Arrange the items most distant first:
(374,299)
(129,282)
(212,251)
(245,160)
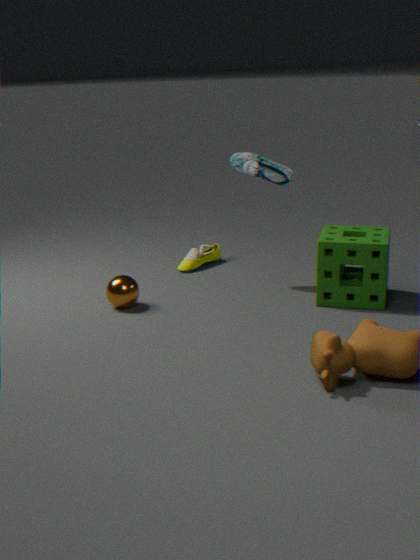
(212,251), (245,160), (374,299), (129,282)
